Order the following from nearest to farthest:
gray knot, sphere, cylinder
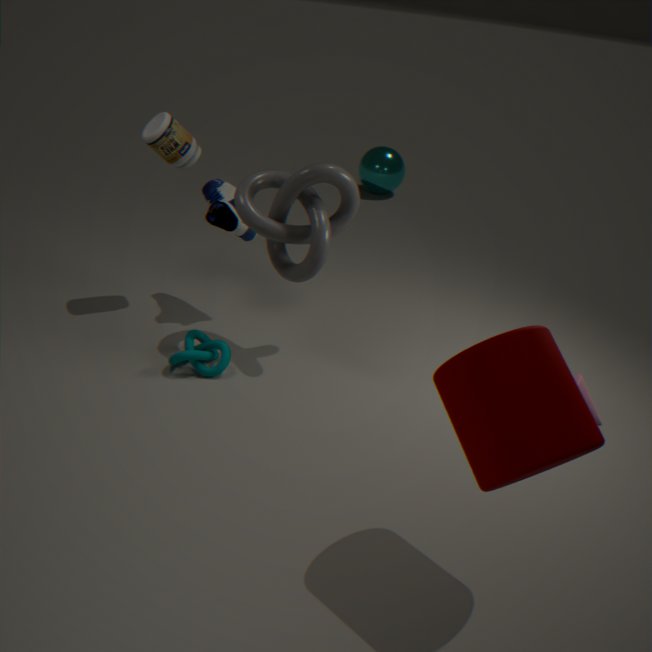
cylinder, gray knot, sphere
